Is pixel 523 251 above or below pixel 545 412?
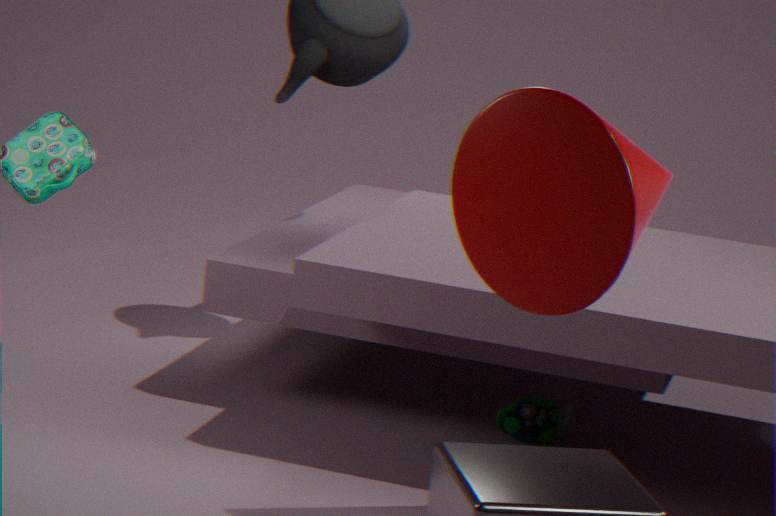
above
